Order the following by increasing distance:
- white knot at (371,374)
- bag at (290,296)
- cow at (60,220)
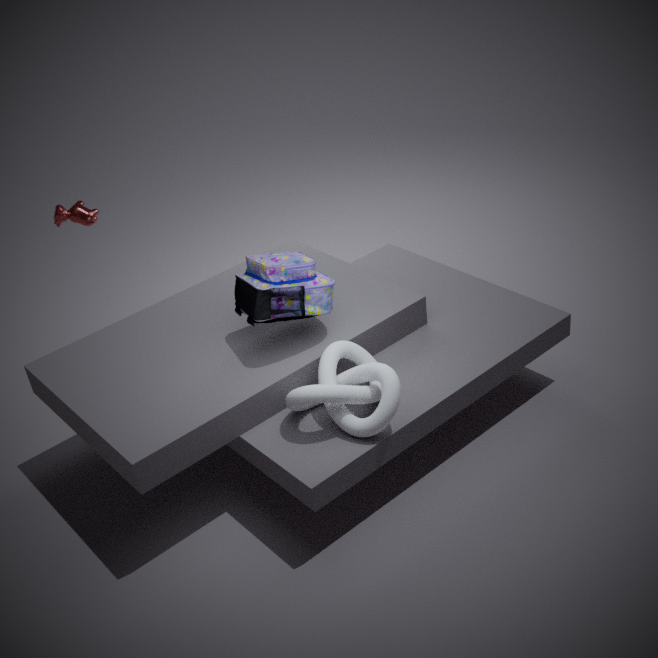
white knot at (371,374) < bag at (290,296) < cow at (60,220)
